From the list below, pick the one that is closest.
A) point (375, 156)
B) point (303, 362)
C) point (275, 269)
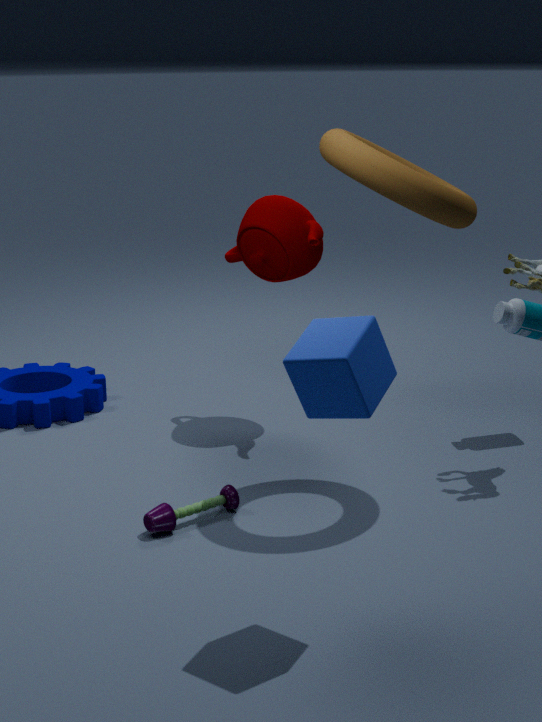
point (303, 362)
